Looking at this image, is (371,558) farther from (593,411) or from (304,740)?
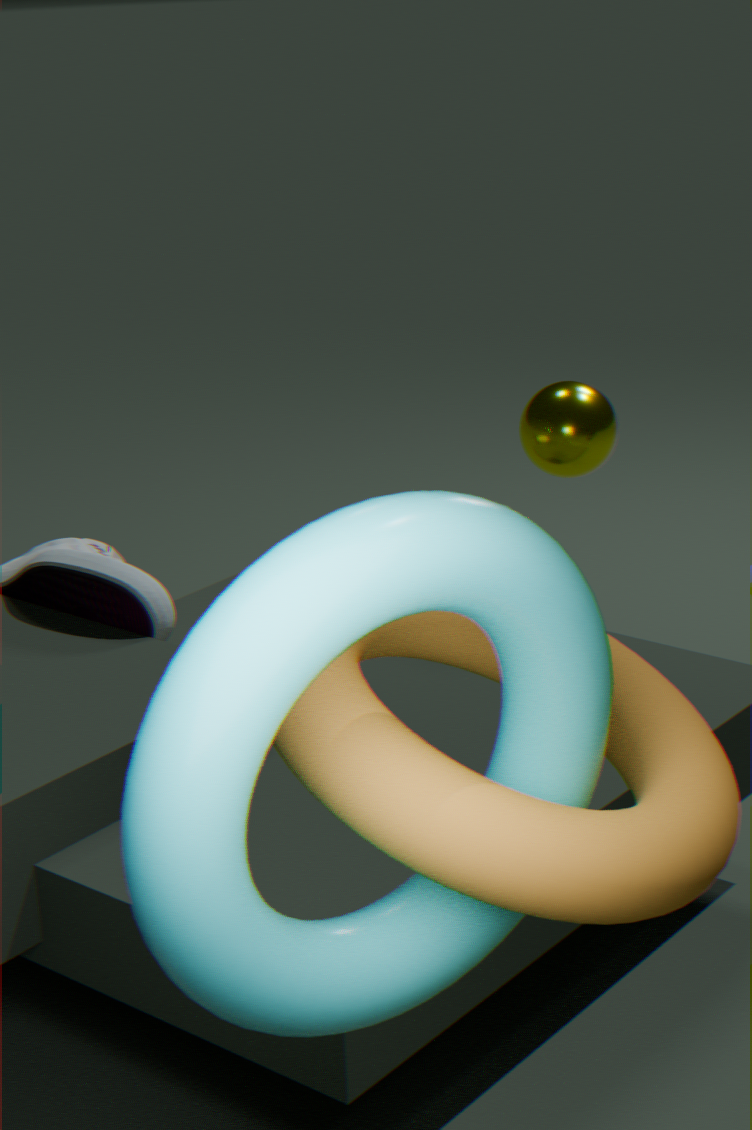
(593,411)
